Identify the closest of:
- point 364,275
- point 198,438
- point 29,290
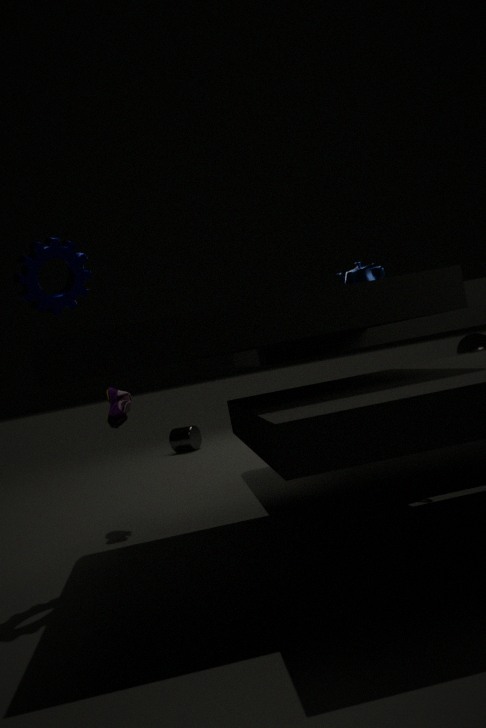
point 29,290
